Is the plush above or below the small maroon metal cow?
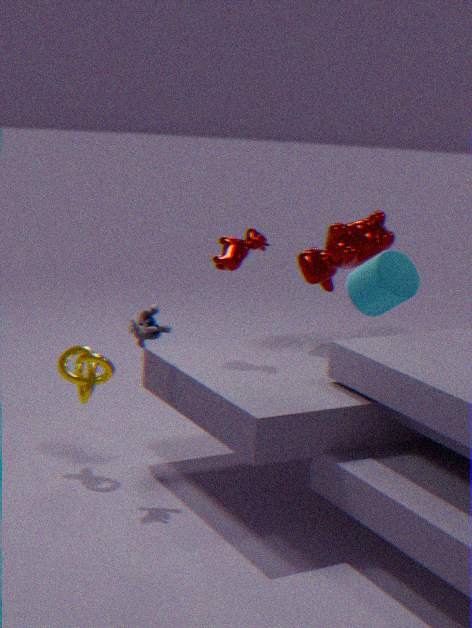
below
